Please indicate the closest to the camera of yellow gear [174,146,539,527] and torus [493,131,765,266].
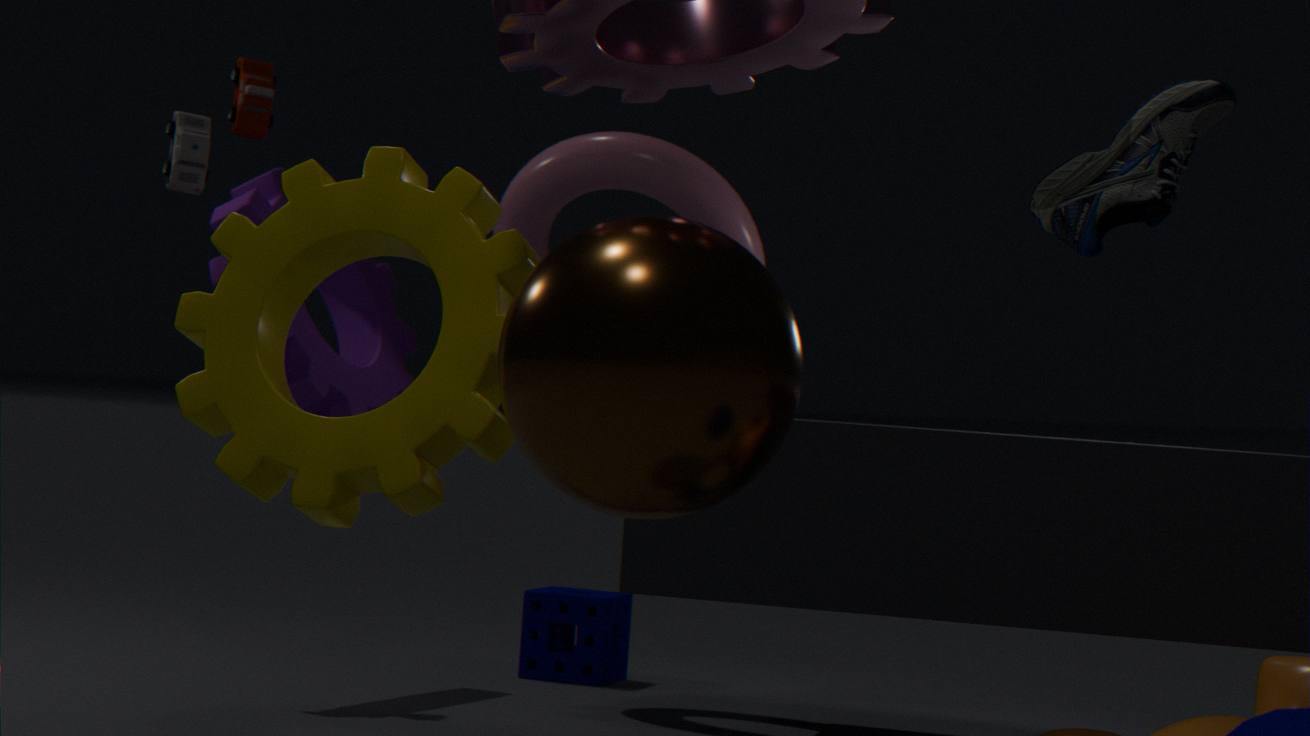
yellow gear [174,146,539,527]
